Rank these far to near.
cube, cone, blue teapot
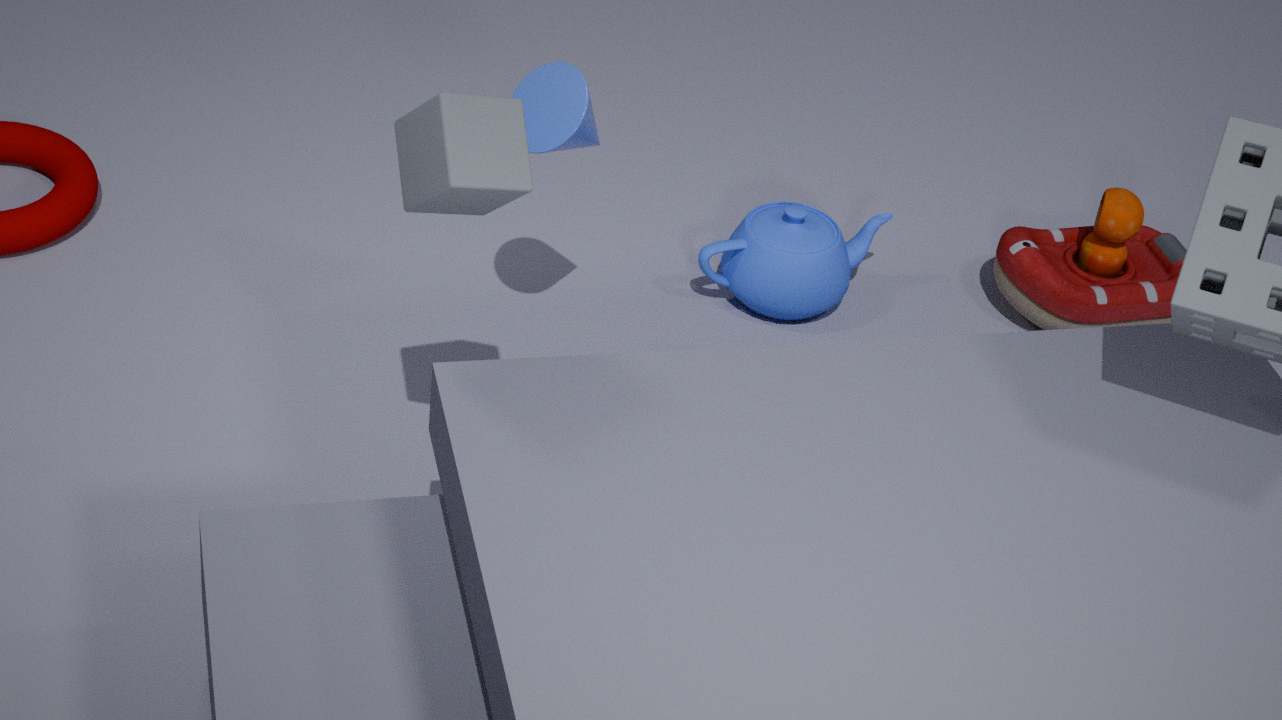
blue teapot
cone
cube
